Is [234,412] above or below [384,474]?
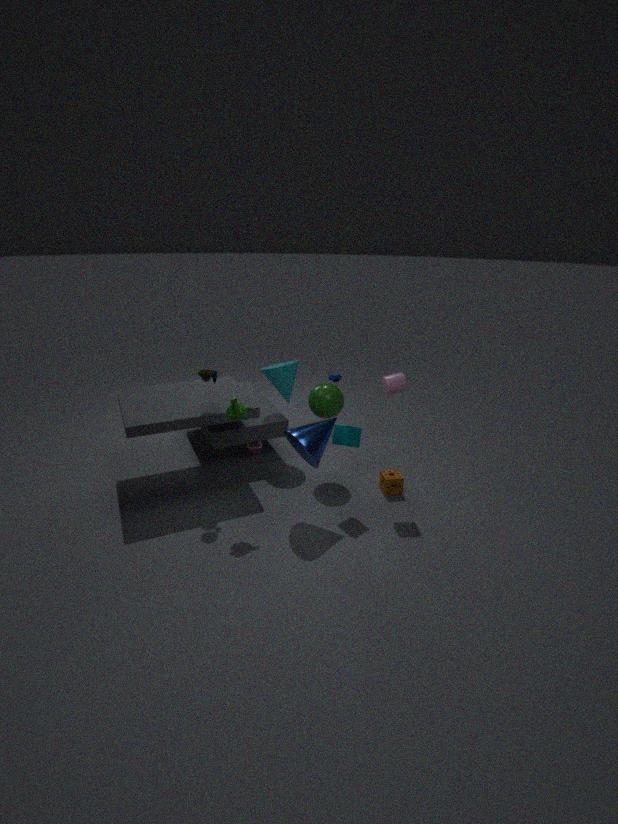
above
